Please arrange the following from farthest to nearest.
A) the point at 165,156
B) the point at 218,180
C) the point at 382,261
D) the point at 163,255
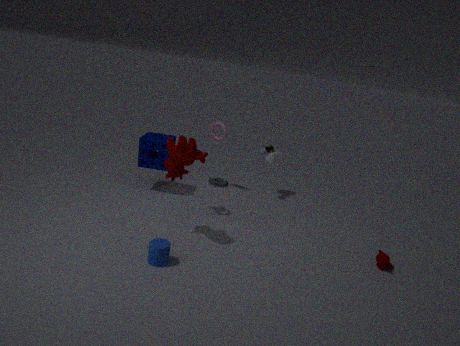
the point at 218,180
the point at 165,156
the point at 382,261
the point at 163,255
